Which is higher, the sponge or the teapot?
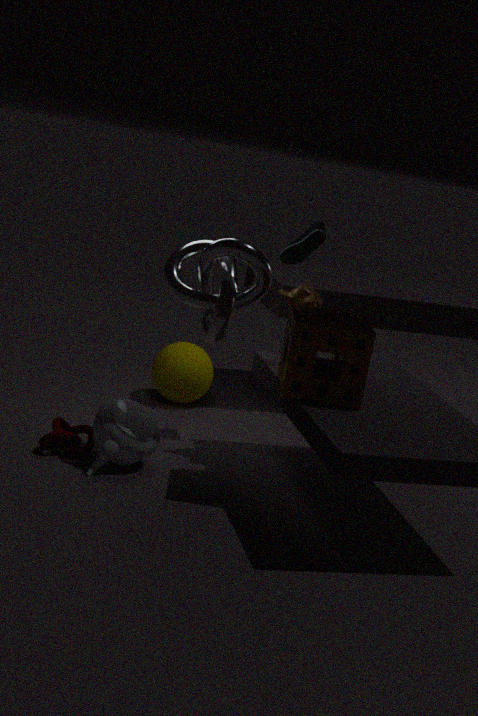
the sponge
